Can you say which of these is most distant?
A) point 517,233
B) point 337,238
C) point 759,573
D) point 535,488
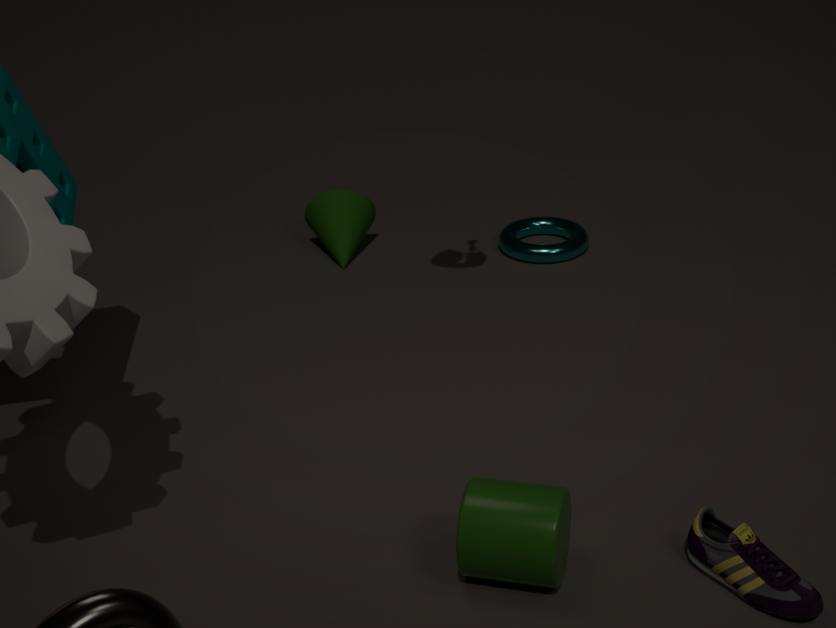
point 517,233
